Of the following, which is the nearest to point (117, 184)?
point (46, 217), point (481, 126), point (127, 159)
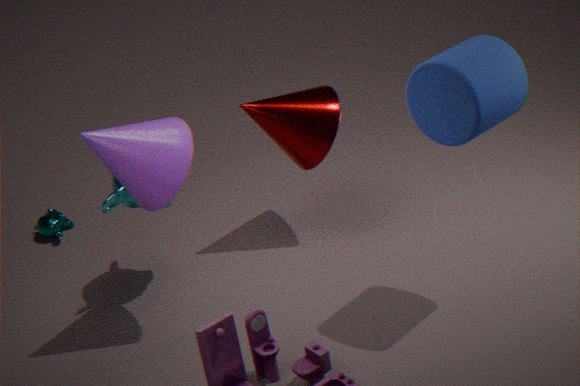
point (127, 159)
